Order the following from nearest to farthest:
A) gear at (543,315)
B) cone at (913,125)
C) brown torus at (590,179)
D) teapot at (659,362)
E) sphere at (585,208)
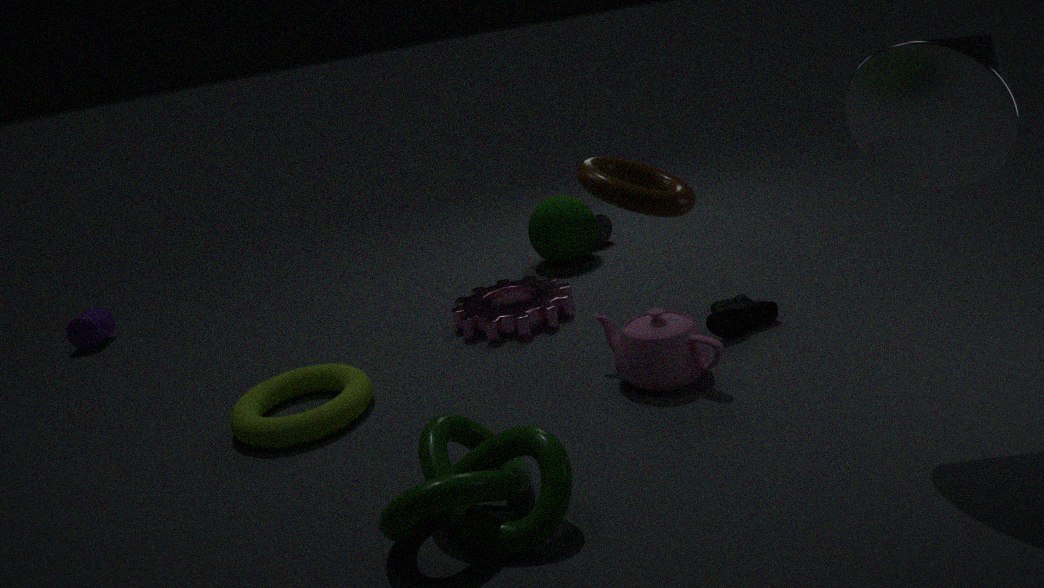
1. brown torus at (590,179)
2. cone at (913,125)
3. teapot at (659,362)
4. gear at (543,315)
5. sphere at (585,208)
